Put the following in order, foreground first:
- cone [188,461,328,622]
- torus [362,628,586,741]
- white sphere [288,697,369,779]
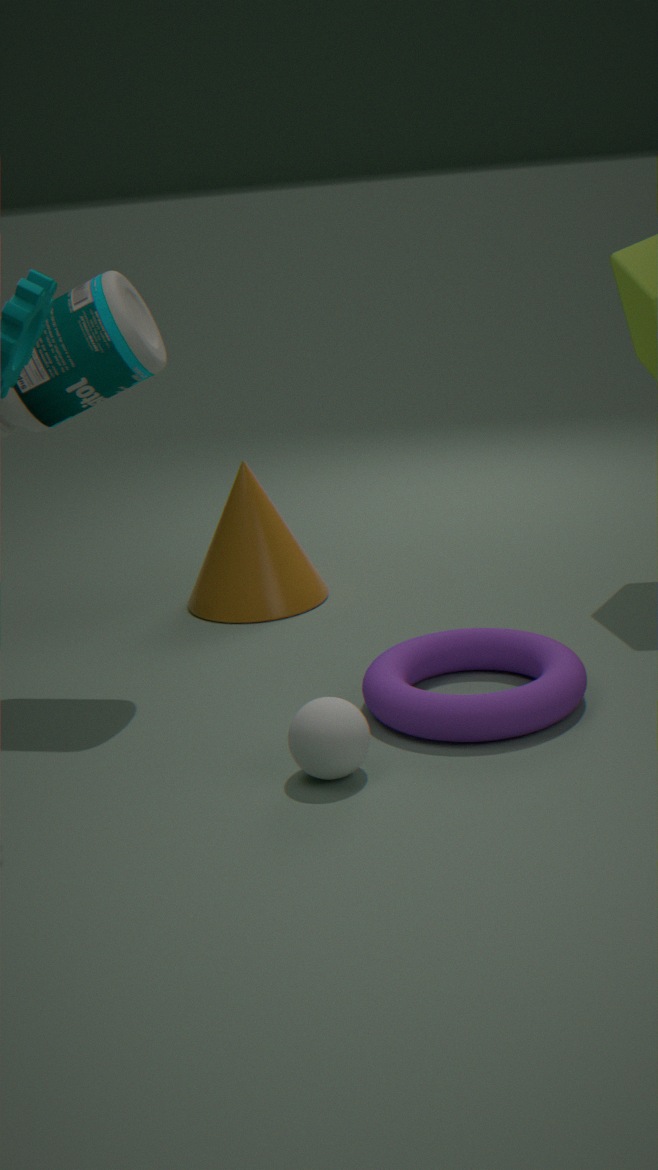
1. white sphere [288,697,369,779]
2. torus [362,628,586,741]
3. cone [188,461,328,622]
